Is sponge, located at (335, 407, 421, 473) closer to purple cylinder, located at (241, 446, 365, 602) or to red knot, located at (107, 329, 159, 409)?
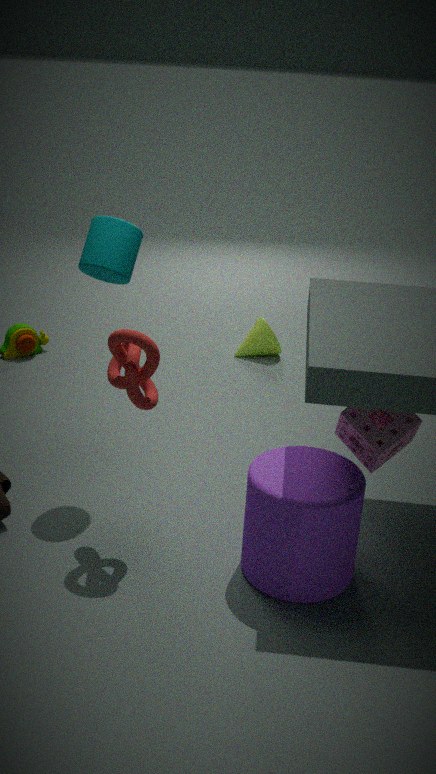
purple cylinder, located at (241, 446, 365, 602)
